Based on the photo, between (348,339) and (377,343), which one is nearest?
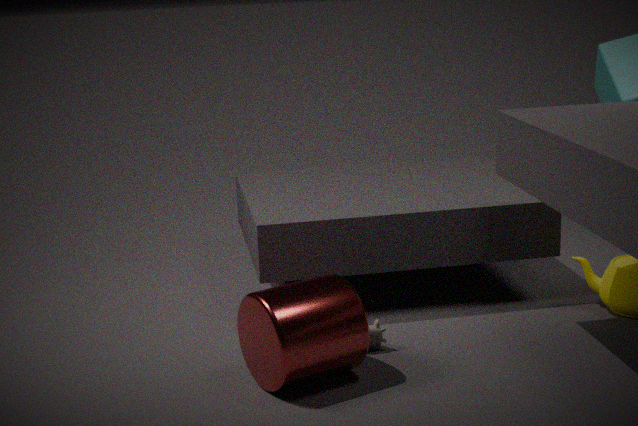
(348,339)
